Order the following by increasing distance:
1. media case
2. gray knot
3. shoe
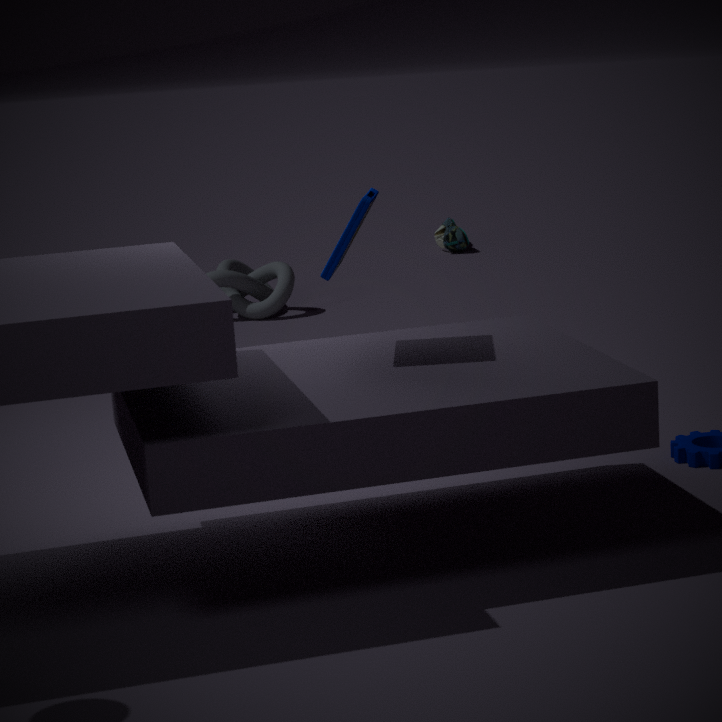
1. media case
2. gray knot
3. shoe
